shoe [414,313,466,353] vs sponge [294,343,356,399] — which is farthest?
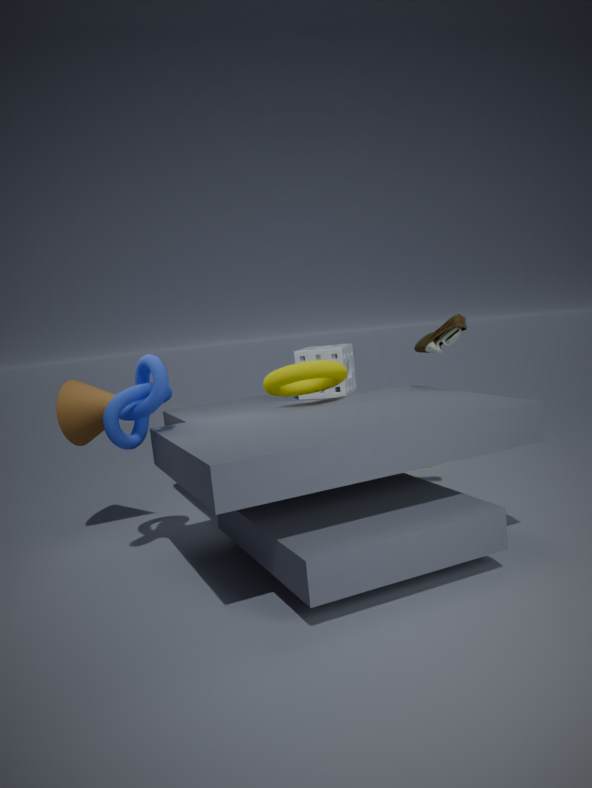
sponge [294,343,356,399]
